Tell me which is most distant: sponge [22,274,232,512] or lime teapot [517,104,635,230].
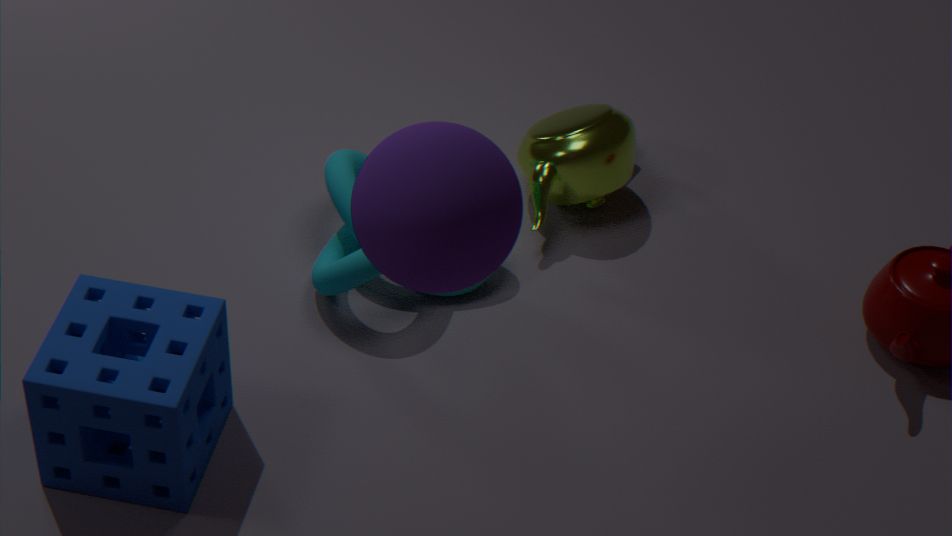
lime teapot [517,104,635,230]
